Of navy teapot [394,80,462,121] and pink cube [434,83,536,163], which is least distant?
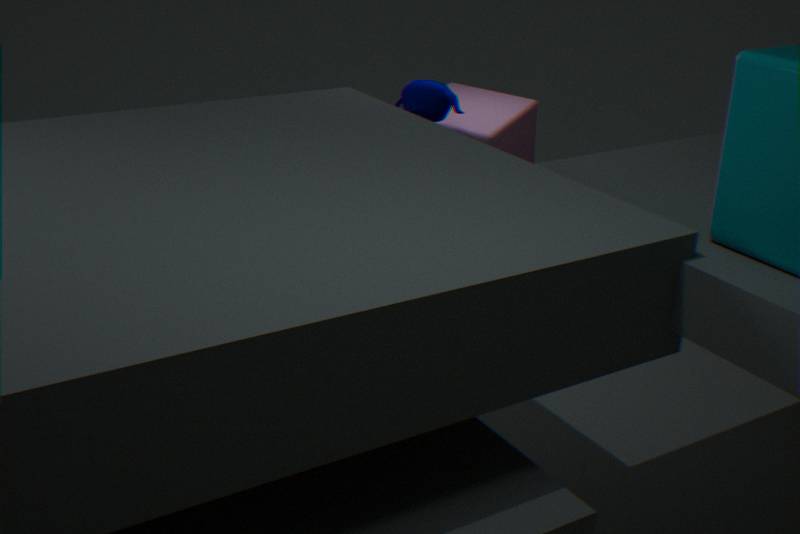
navy teapot [394,80,462,121]
